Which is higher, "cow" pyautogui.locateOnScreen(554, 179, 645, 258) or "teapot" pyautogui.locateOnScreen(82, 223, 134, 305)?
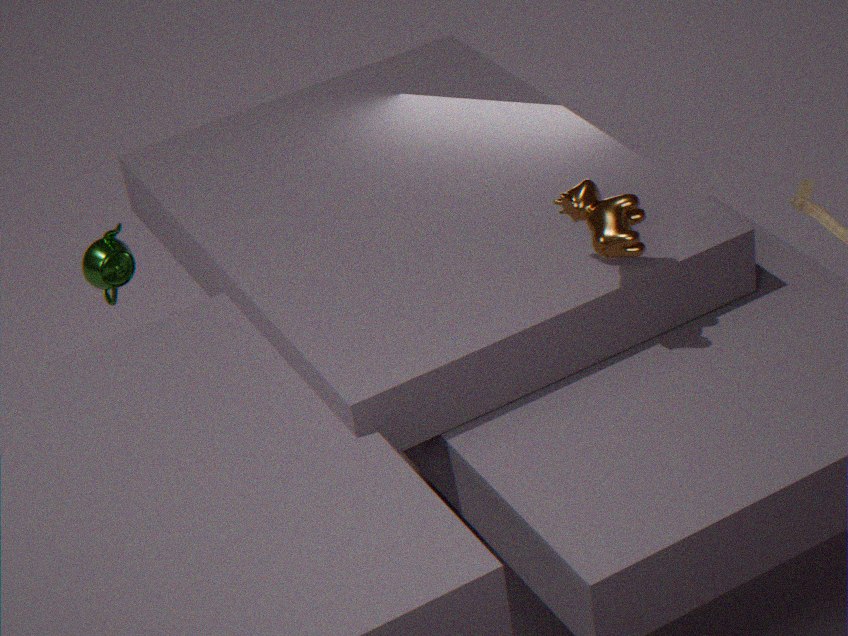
"cow" pyautogui.locateOnScreen(554, 179, 645, 258)
